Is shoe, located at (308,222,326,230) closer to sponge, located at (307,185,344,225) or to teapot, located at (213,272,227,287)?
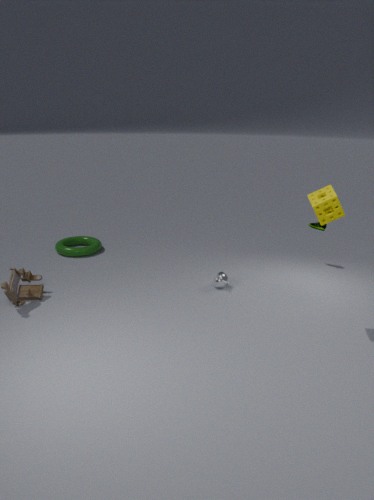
teapot, located at (213,272,227,287)
